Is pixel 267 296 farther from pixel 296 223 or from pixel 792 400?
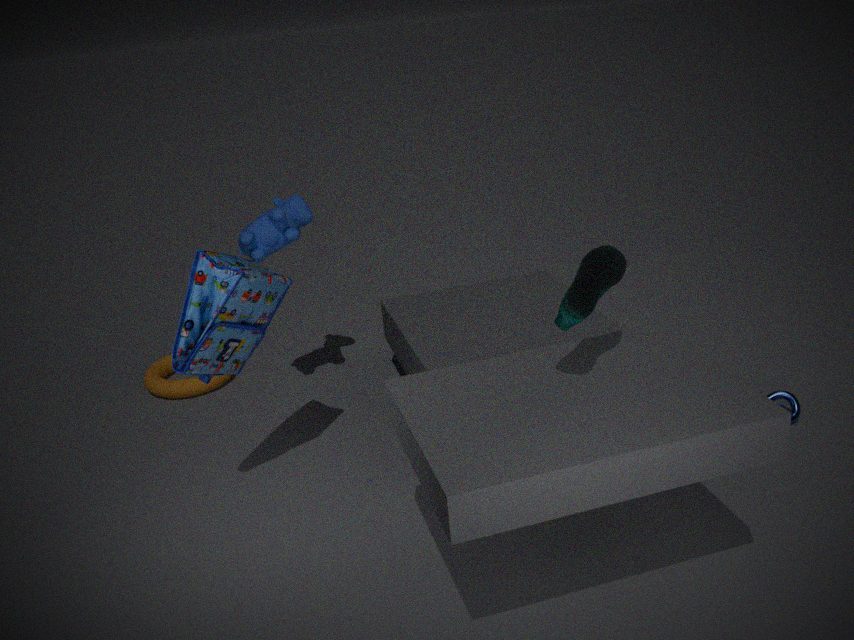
pixel 792 400
